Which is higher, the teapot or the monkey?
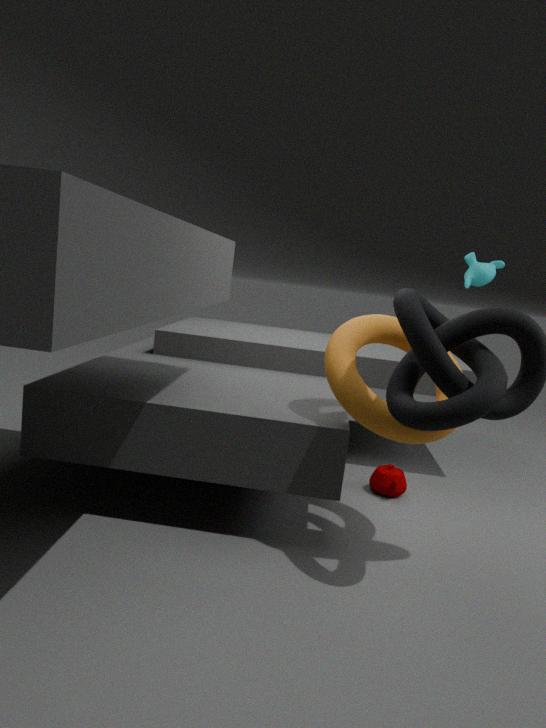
the monkey
